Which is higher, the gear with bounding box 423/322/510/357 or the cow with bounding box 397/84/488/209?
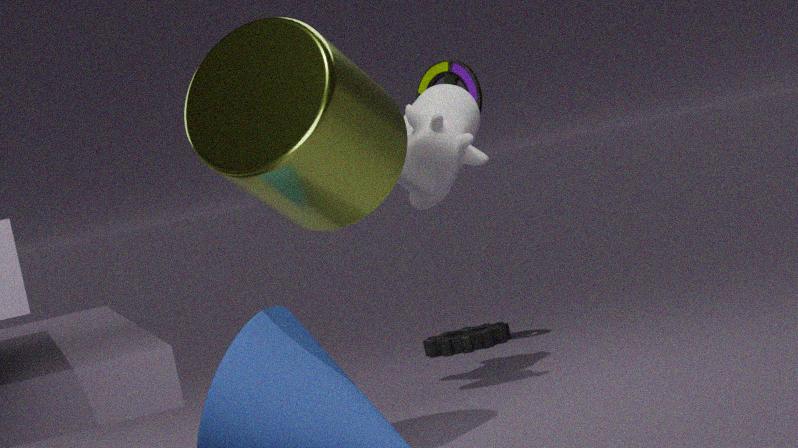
the cow with bounding box 397/84/488/209
